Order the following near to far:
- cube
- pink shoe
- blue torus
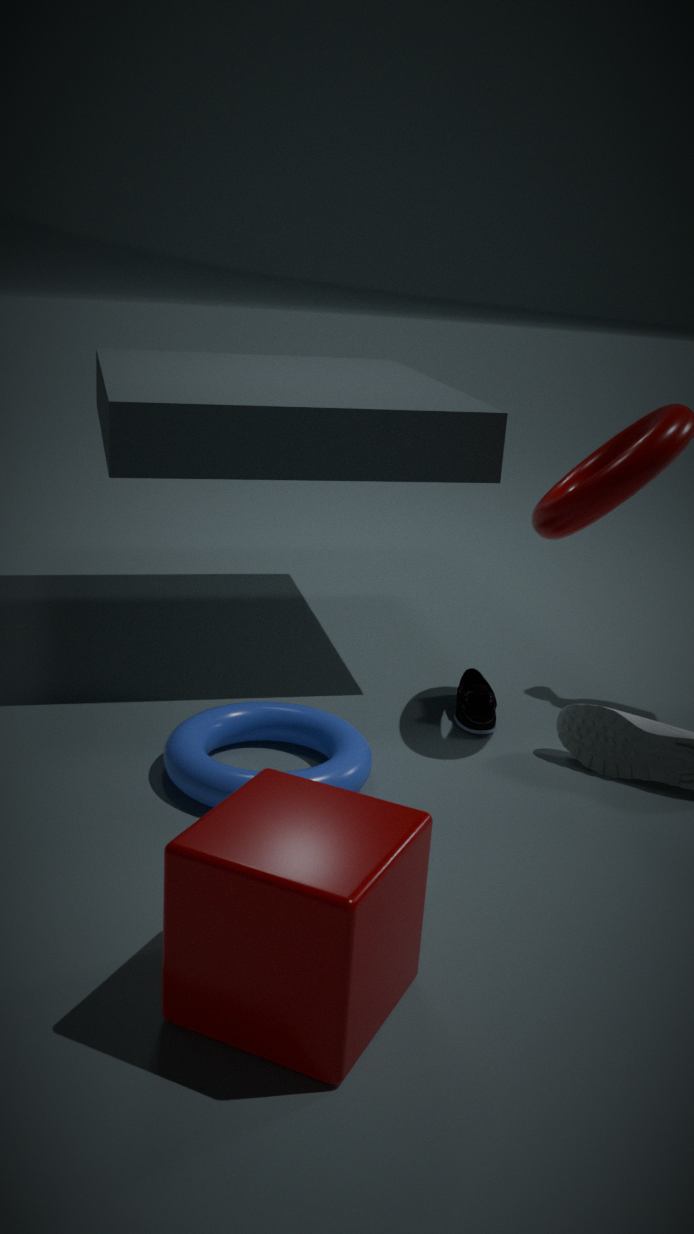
cube < blue torus < pink shoe
